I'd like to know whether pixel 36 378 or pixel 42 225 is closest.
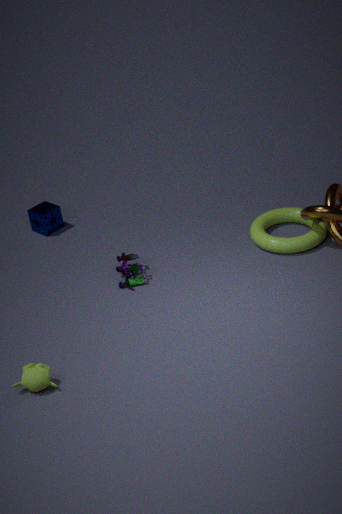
pixel 36 378
